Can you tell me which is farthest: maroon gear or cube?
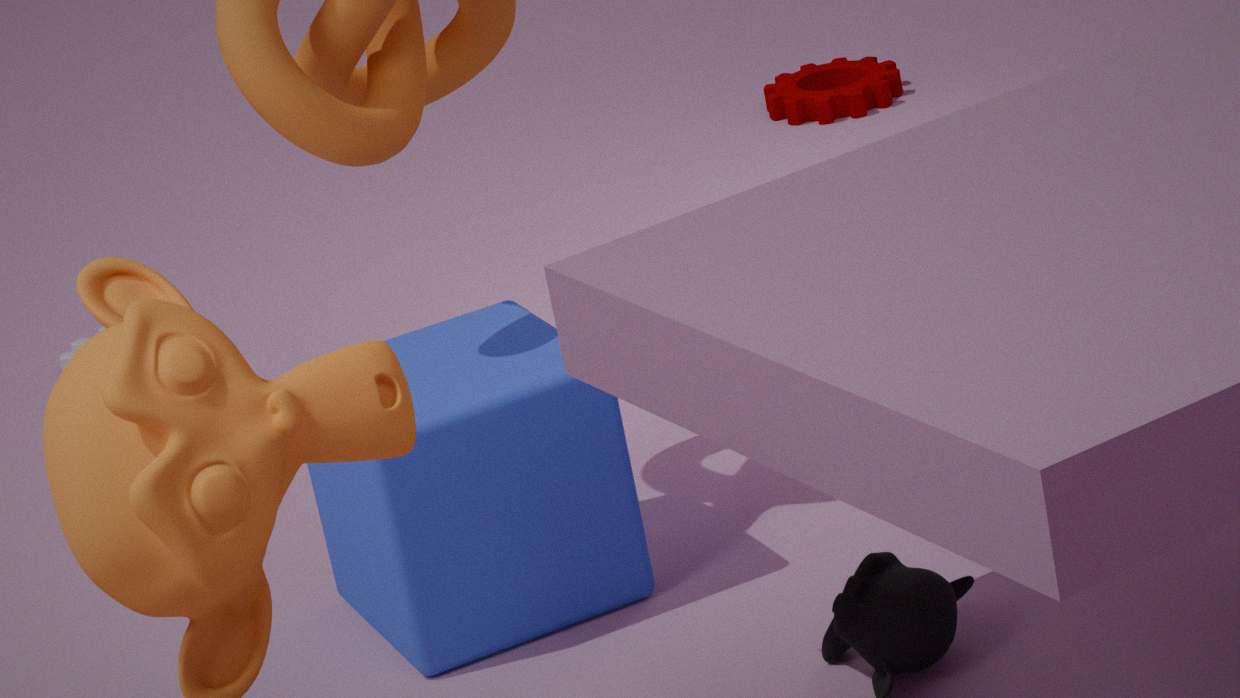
maroon gear
